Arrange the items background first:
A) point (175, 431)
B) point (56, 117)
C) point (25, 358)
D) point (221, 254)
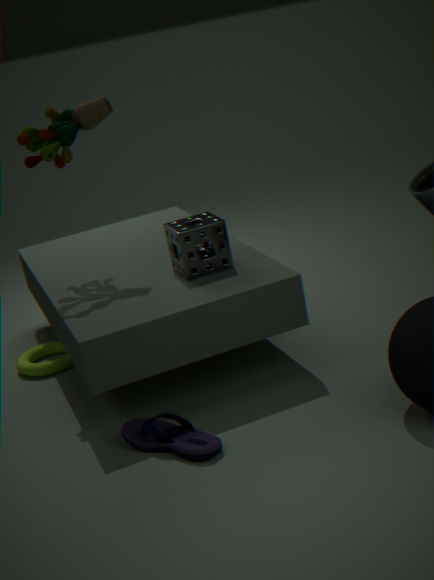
point (25, 358) → point (56, 117) → point (221, 254) → point (175, 431)
